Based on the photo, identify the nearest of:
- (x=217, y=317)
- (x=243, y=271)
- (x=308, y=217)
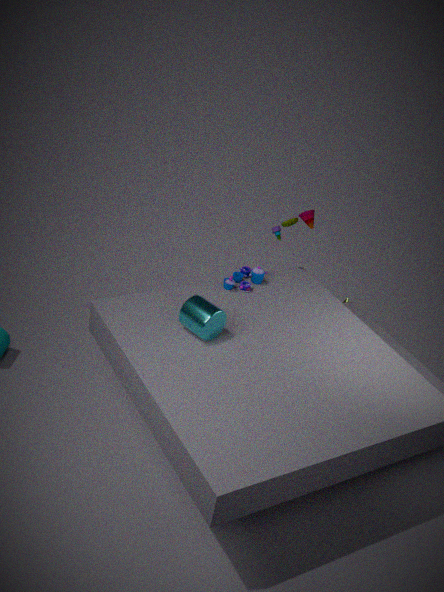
(x=217, y=317)
